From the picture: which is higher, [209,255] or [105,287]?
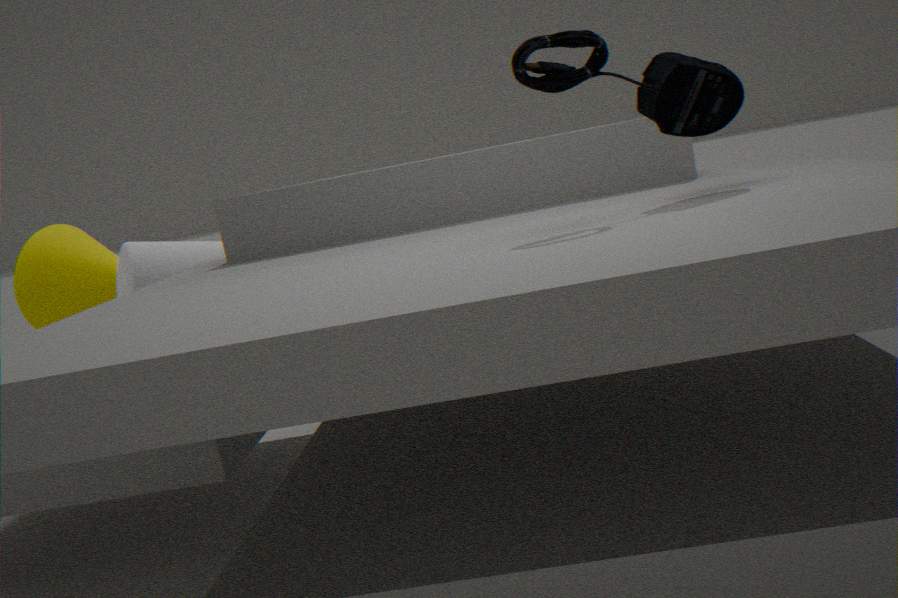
[105,287]
